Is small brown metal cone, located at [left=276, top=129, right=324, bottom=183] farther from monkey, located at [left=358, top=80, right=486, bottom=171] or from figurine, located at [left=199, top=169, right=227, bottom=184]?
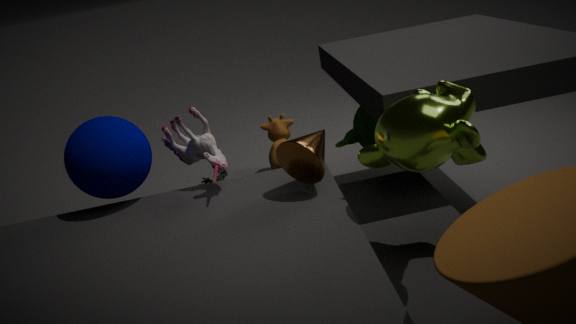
figurine, located at [left=199, top=169, right=227, bottom=184]
